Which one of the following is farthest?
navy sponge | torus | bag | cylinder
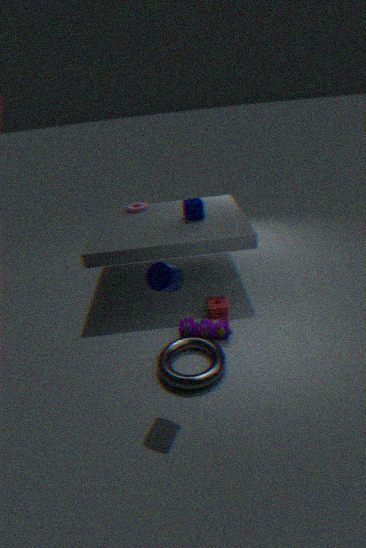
navy sponge
